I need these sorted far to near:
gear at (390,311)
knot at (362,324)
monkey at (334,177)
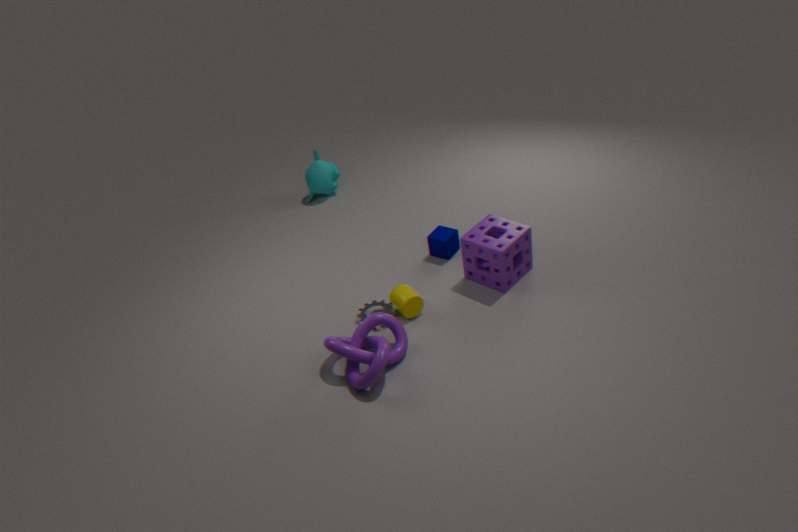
monkey at (334,177) → gear at (390,311) → knot at (362,324)
